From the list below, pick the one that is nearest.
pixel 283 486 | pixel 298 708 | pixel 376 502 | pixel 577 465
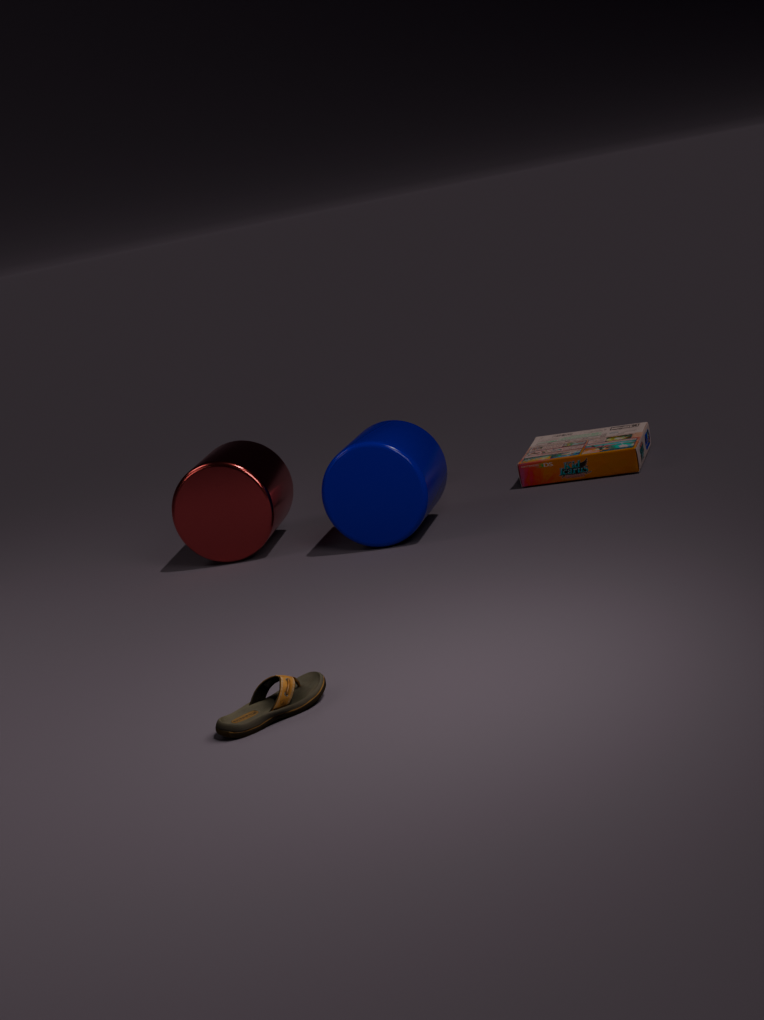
pixel 298 708
